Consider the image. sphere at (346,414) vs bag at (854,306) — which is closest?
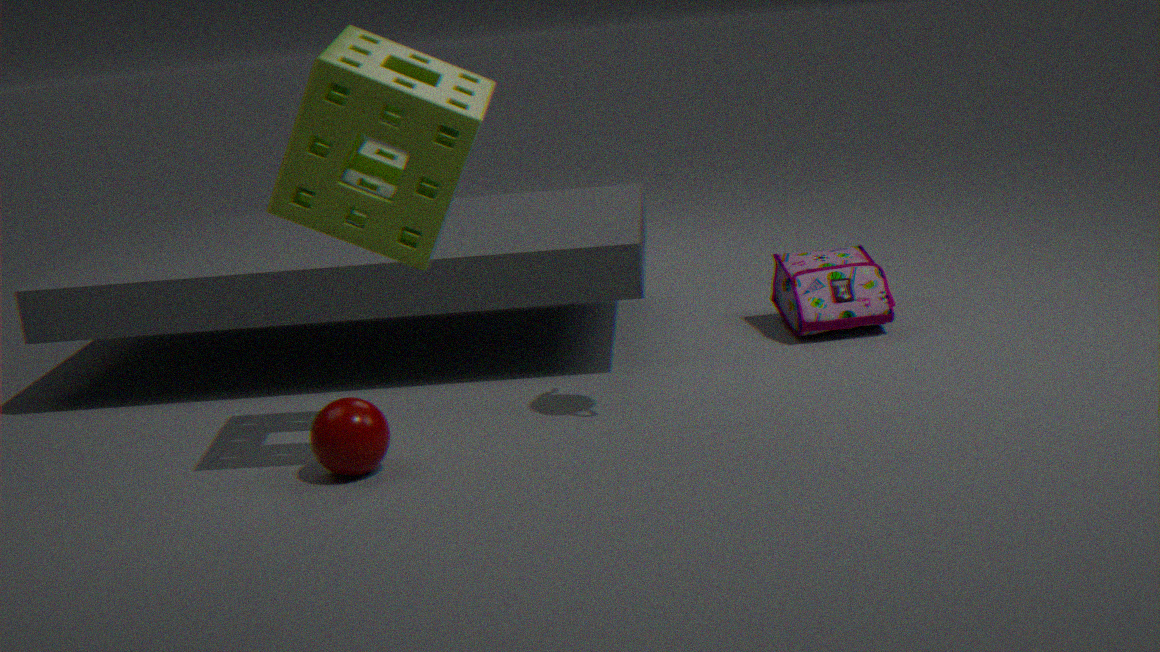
sphere at (346,414)
